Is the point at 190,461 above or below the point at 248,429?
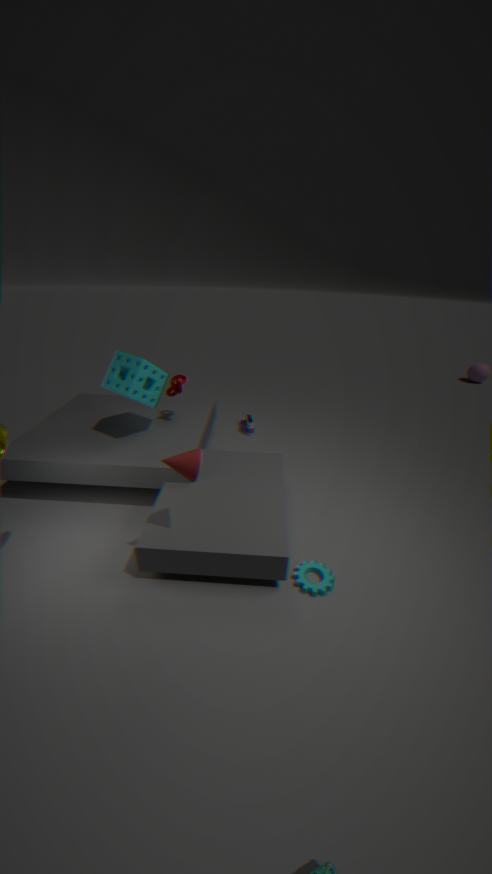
above
